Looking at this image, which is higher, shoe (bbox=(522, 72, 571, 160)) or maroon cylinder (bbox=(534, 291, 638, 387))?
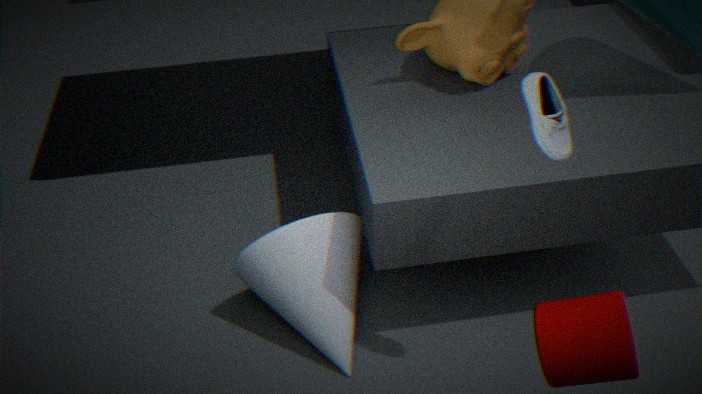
shoe (bbox=(522, 72, 571, 160))
